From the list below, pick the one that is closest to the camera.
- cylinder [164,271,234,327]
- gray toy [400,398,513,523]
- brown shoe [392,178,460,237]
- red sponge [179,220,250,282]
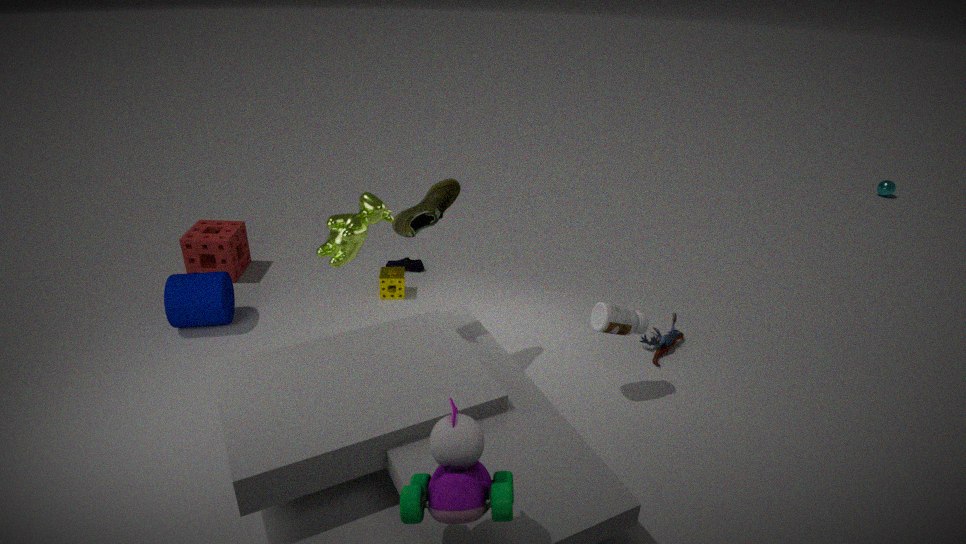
gray toy [400,398,513,523]
